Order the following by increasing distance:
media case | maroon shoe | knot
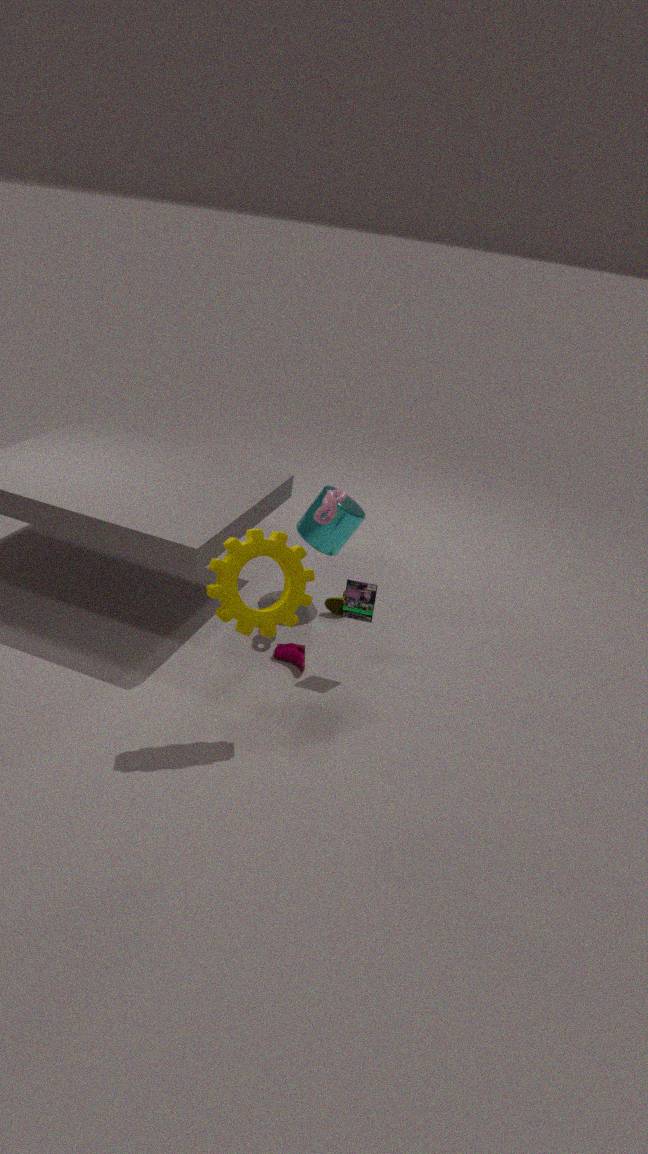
media case → maroon shoe → knot
